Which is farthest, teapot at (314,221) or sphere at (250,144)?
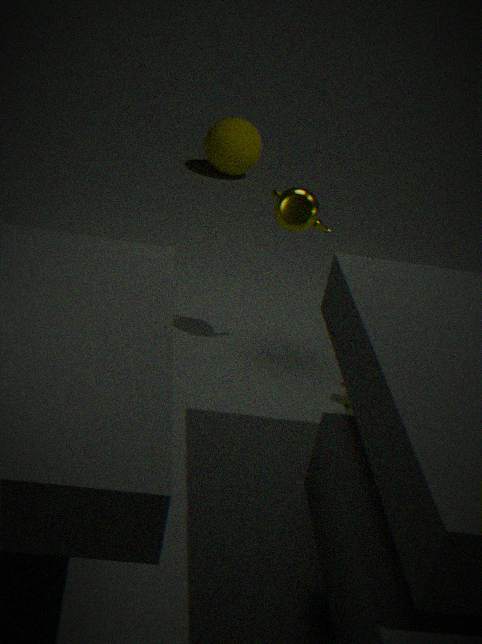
sphere at (250,144)
